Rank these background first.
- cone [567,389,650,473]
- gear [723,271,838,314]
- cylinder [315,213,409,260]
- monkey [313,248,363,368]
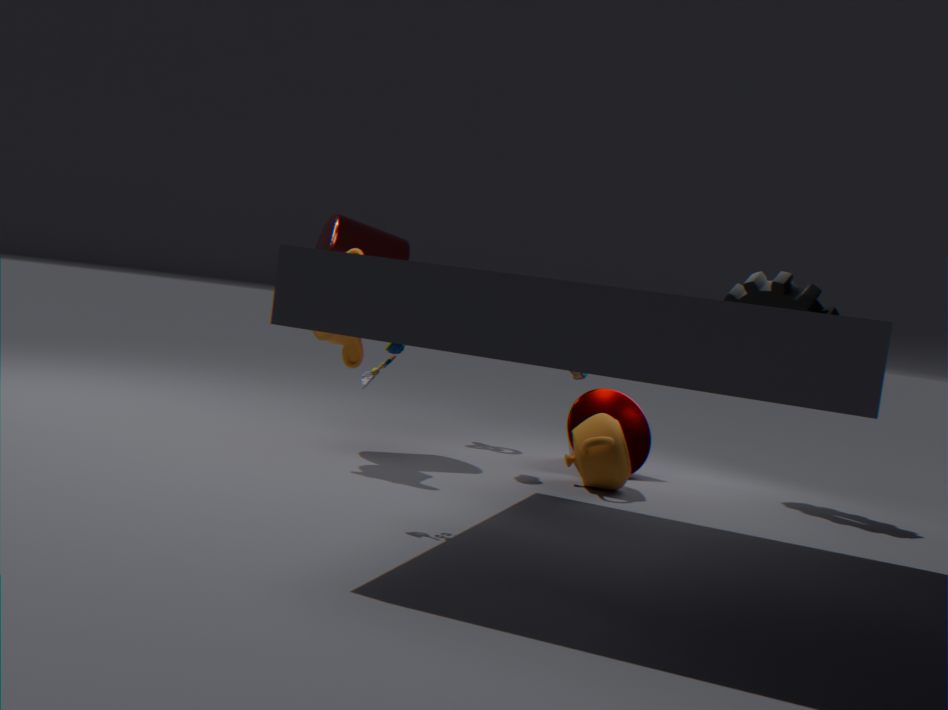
cone [567,389,650,473]
cylinder [315,213,409,260]
gear [723,271,838,314]
monkey [313,248,363,368]
